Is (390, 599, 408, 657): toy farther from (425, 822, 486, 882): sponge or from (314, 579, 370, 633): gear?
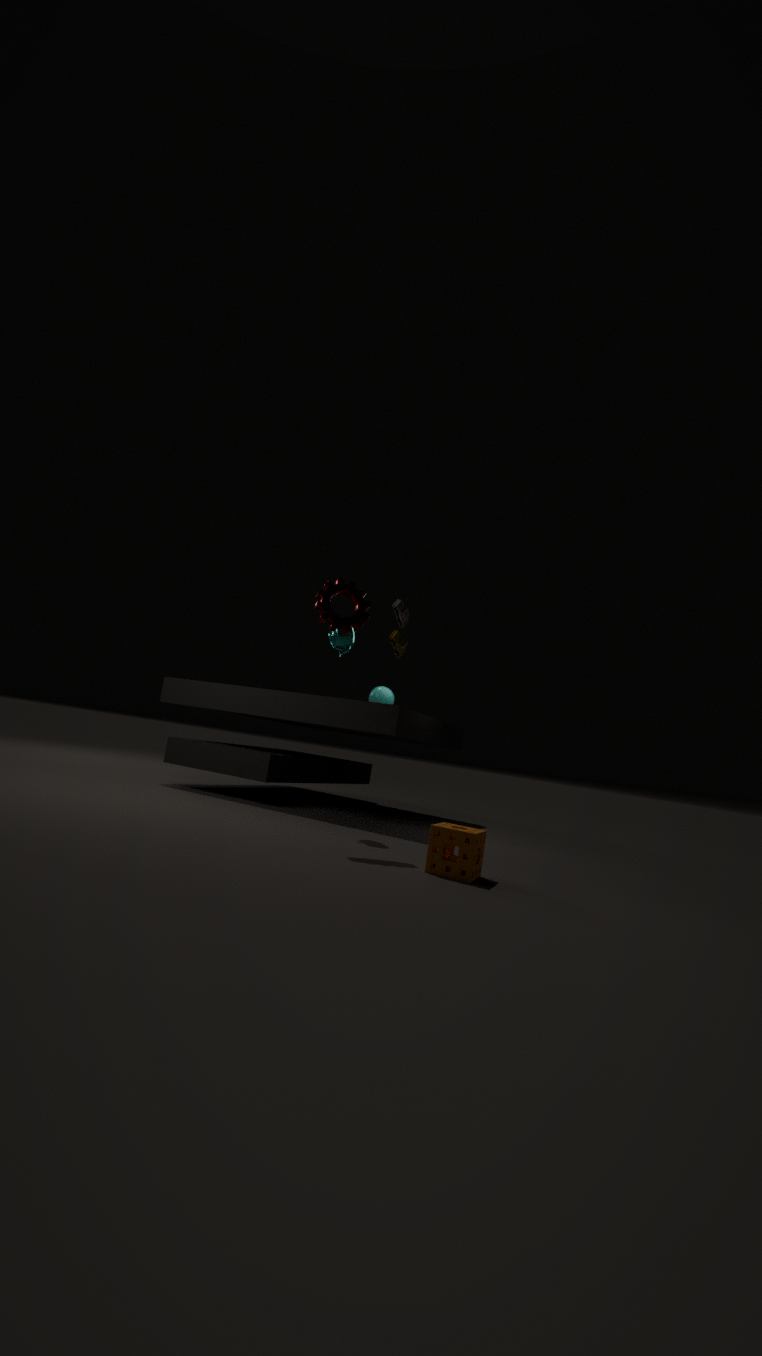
(425, 822, 486, 882): sponge
